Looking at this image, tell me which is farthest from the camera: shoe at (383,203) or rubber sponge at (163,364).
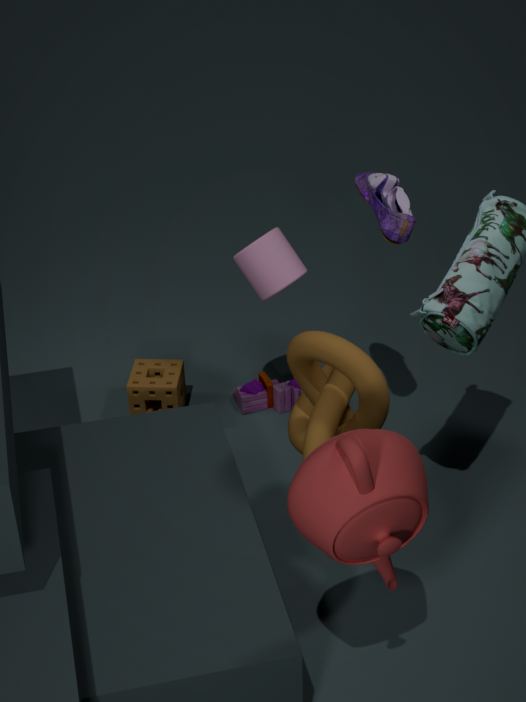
rubber sponge at (163,364)
